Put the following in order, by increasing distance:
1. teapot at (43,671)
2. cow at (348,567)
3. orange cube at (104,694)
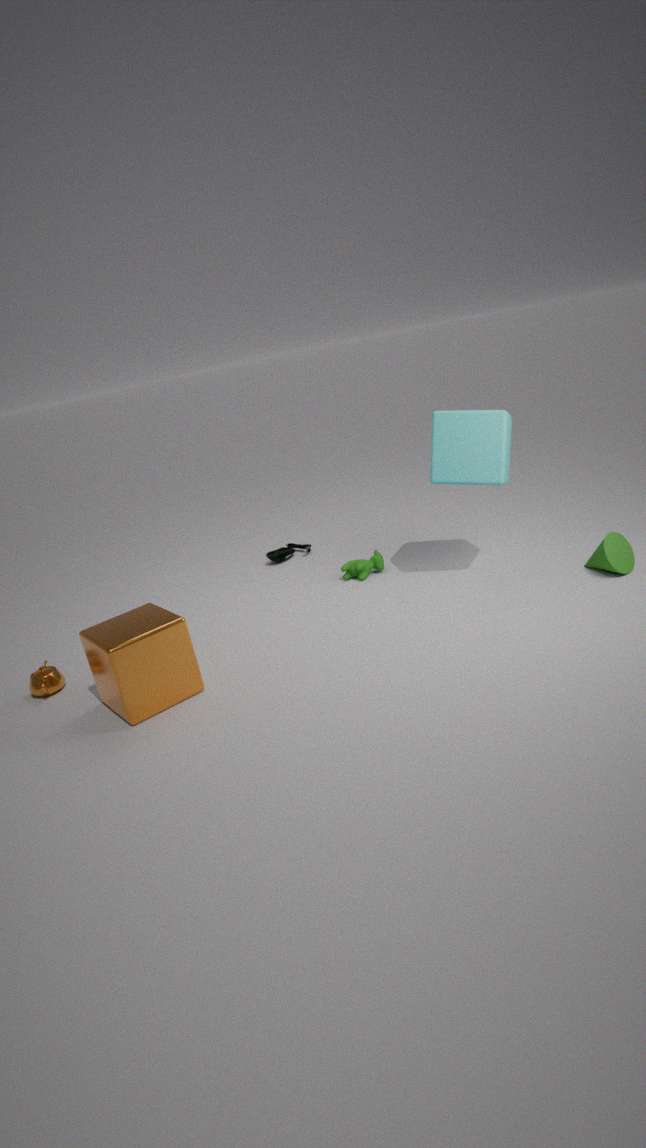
orange cube at (104,694) → teapot at (43,671) → cow at (348,567)
